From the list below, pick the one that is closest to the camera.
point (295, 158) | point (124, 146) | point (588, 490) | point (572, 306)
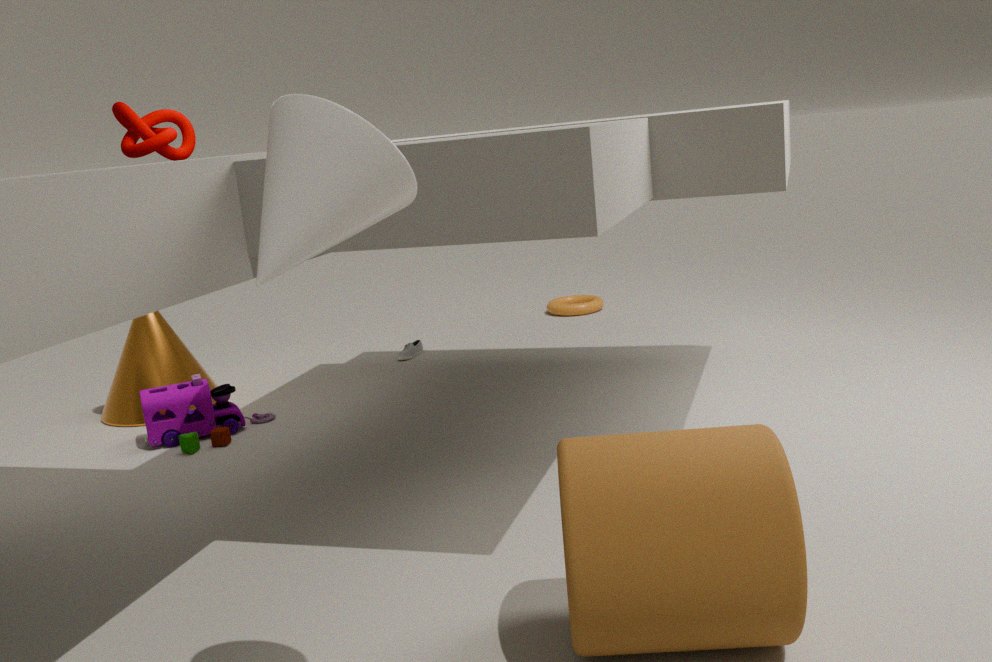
point (295, 158)
